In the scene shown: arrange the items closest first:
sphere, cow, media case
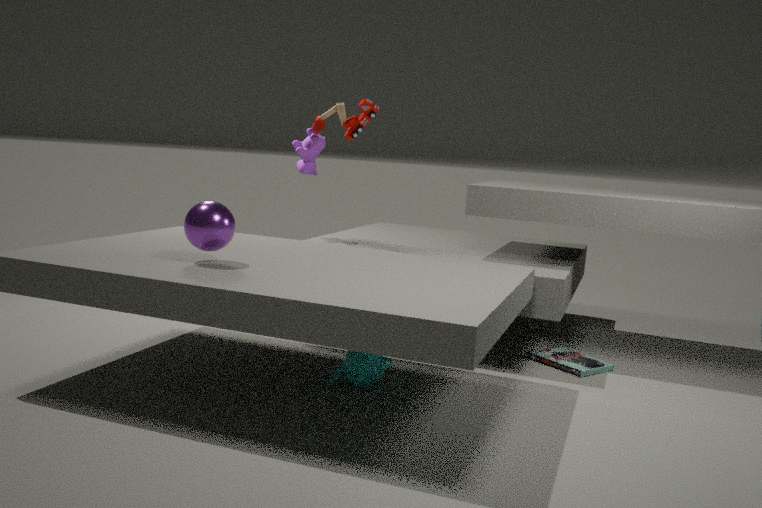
sphere, media case, cow
